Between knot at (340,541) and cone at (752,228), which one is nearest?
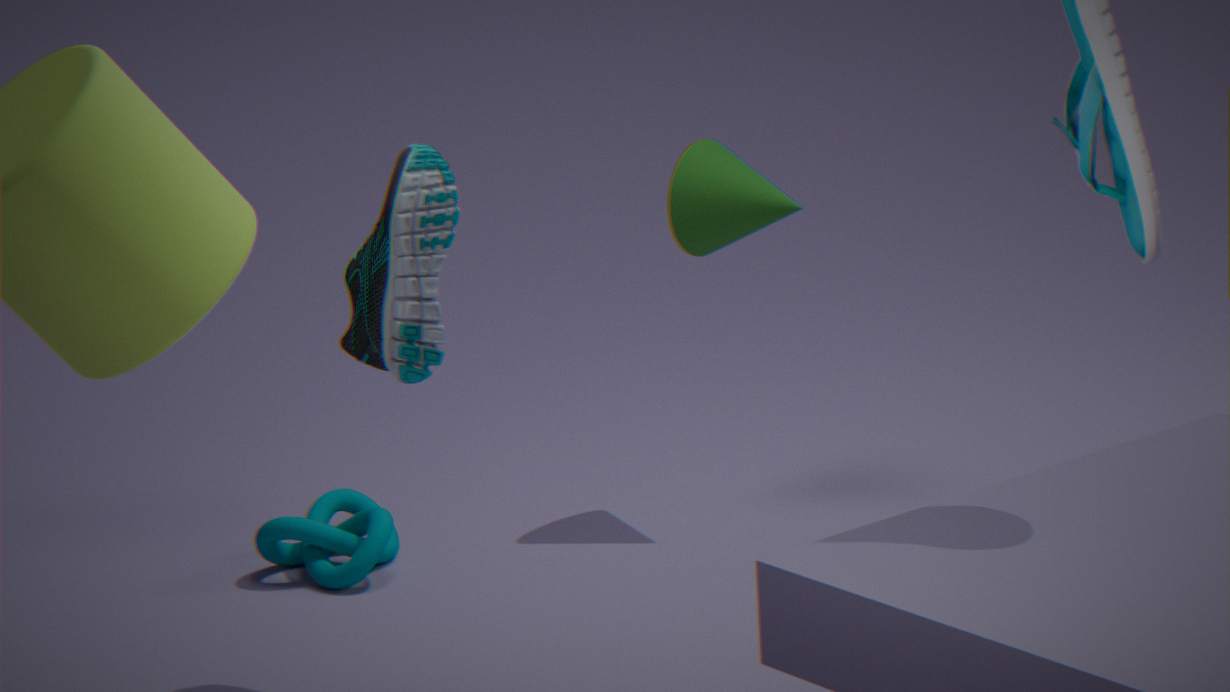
knot at (340,541)
